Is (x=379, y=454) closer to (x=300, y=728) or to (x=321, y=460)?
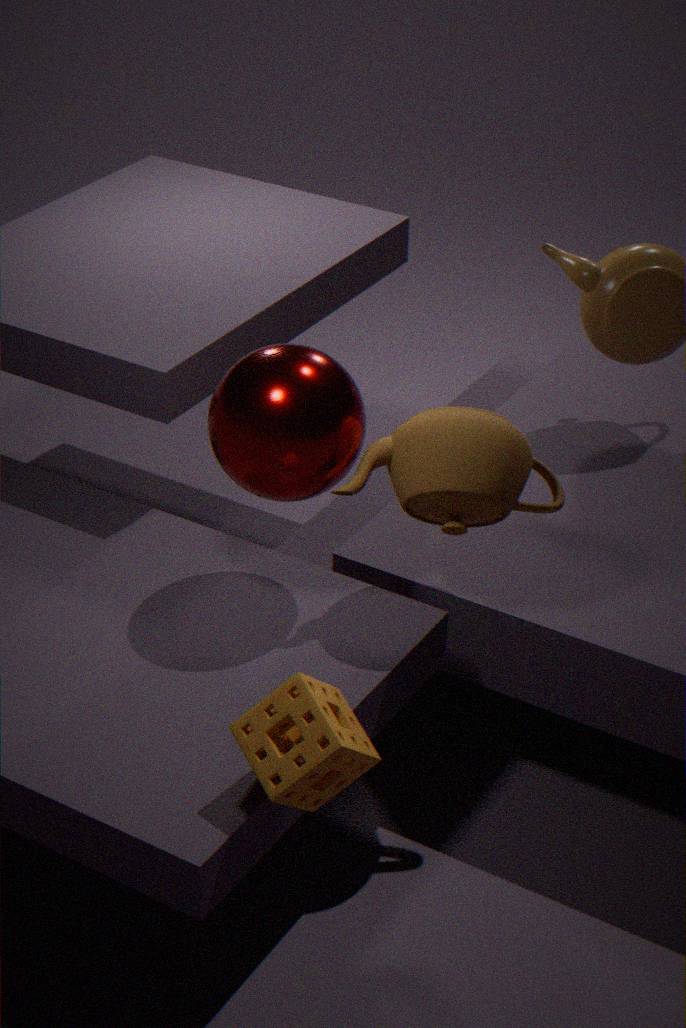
(x=321, y=460)
